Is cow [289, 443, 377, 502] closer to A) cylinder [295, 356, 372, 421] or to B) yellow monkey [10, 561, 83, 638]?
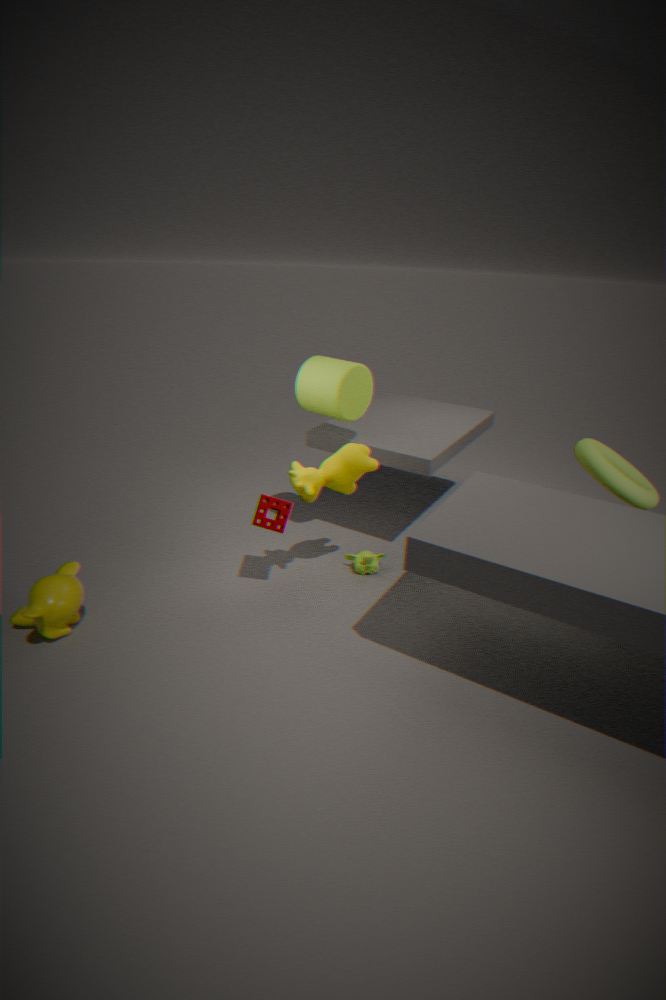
A) cylinder [295, 356, 372, 421]
